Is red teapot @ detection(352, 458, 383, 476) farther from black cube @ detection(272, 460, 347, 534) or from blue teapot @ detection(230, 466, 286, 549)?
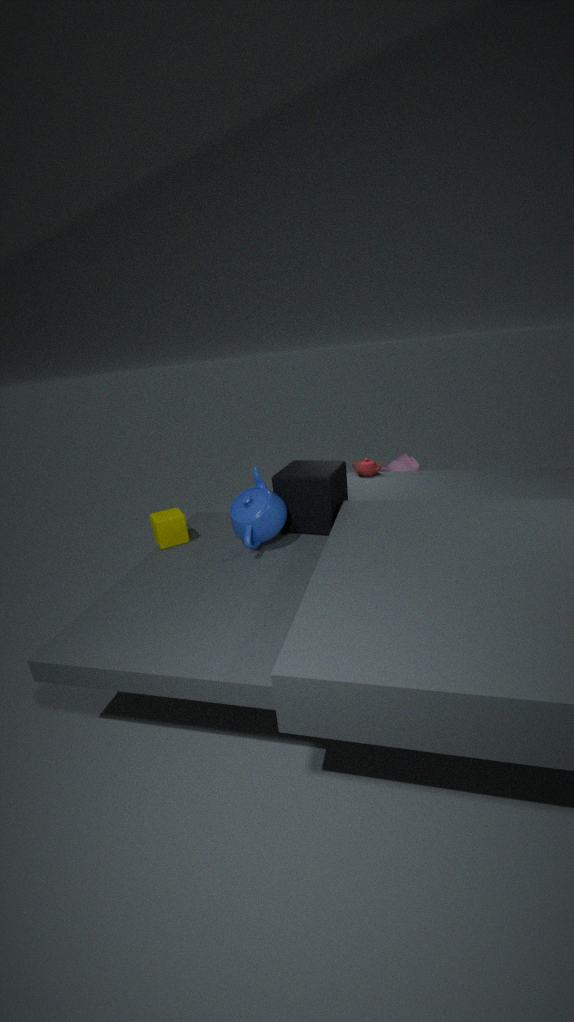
blue teapot @ detection(230, 466, 286, 549)
